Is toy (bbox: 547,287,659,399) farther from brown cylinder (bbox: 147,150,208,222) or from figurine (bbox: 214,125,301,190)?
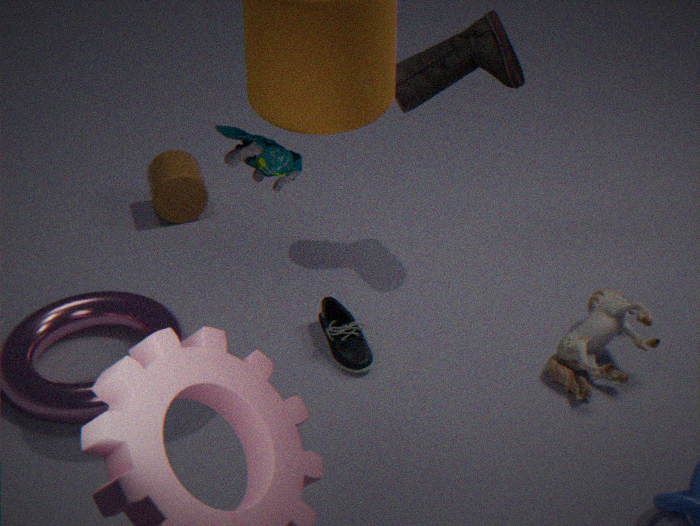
brown cylinder (bbox: 147,150,208,222)
